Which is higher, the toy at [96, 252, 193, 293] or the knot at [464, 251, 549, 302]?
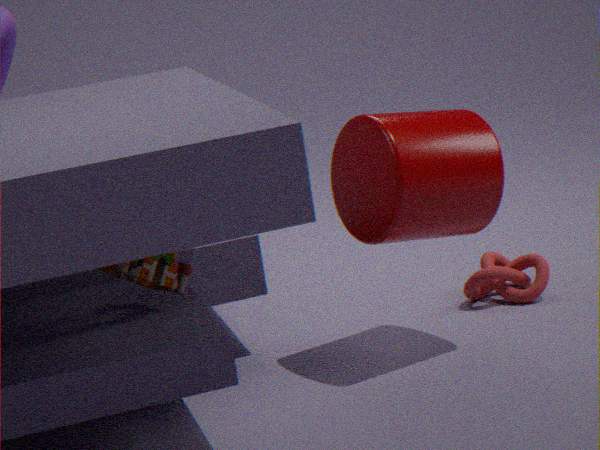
the toy at [96, 252, 193, 293]
